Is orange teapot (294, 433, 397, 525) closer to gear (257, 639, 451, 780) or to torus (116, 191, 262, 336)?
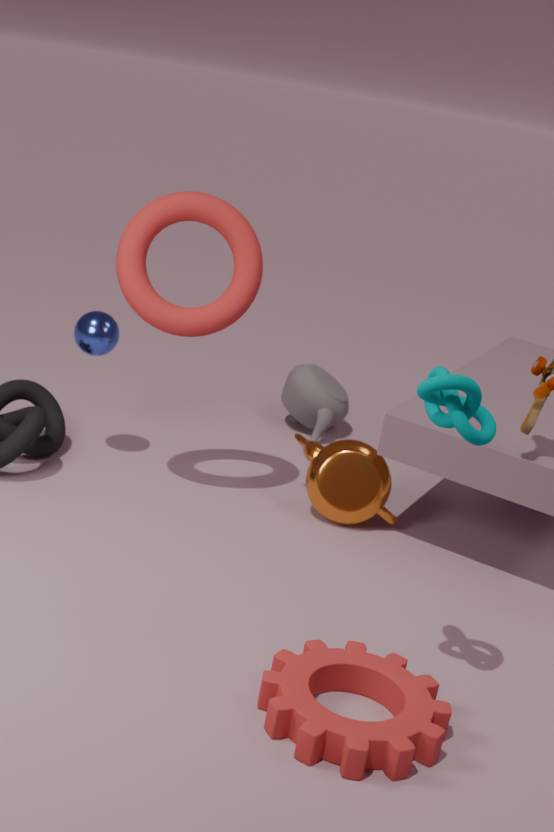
torus (116, 191, 262, 336)
